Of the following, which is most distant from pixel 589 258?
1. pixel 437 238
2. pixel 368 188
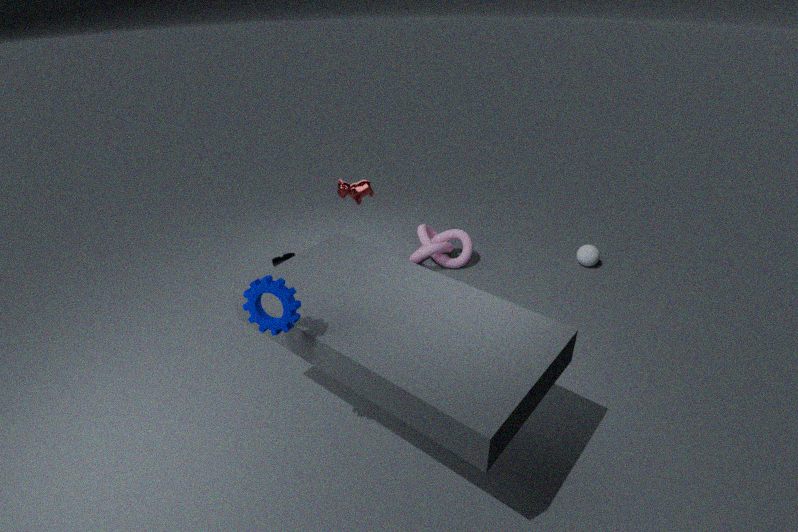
pixel 368 188
